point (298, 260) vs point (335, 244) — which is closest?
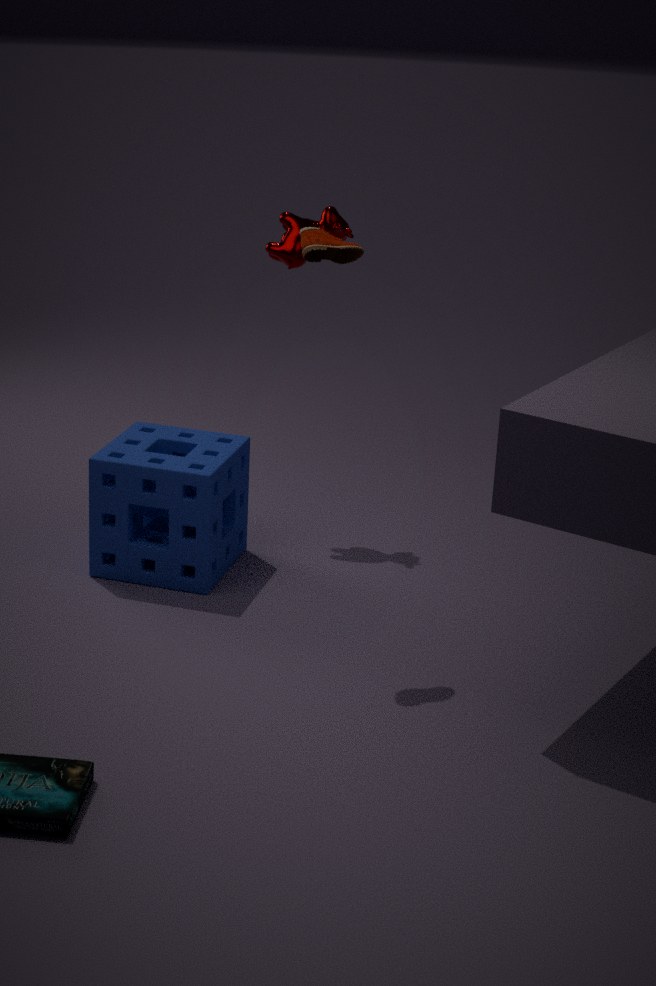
point (335, 244)
